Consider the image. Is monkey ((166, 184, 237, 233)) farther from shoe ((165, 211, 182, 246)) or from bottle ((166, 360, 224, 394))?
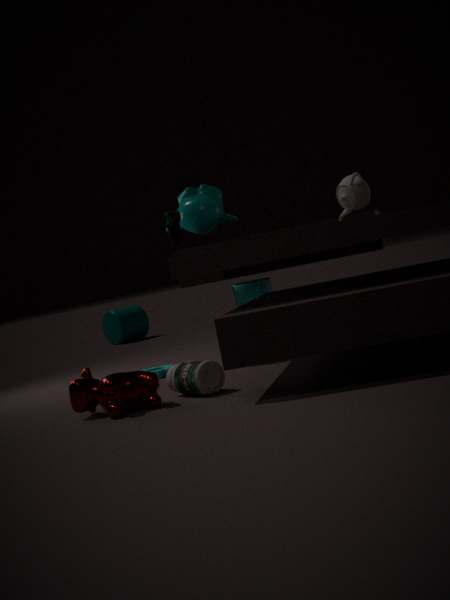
bottle ((166, 360, 224, 394))
